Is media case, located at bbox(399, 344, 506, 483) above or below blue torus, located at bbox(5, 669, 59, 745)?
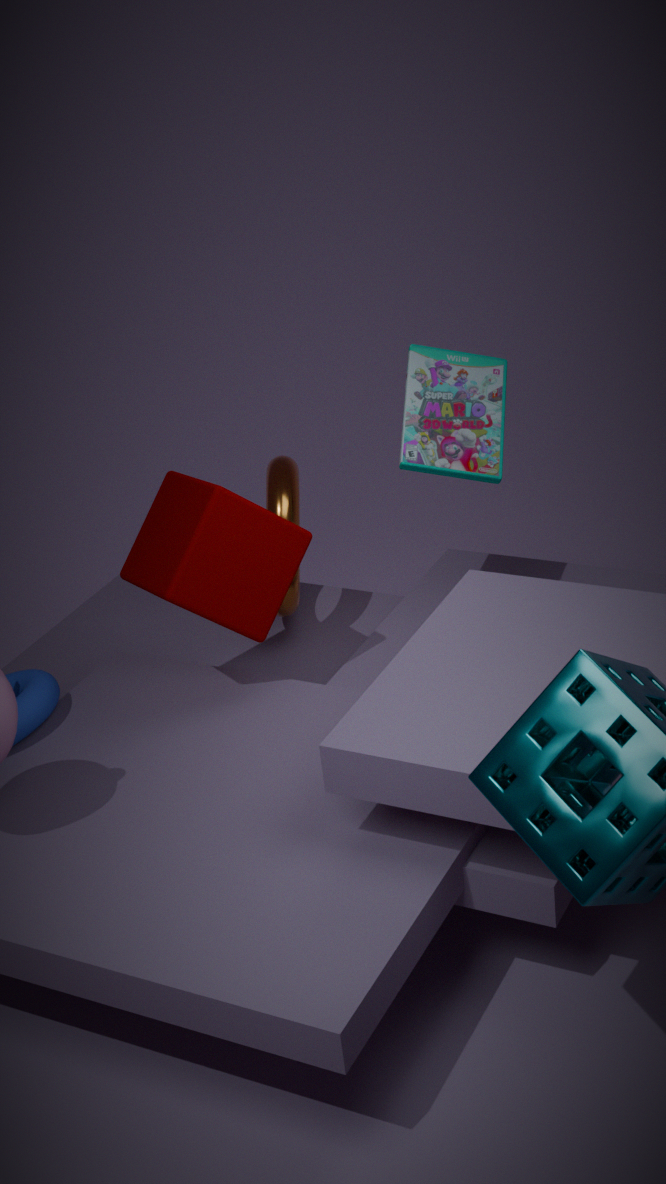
above
